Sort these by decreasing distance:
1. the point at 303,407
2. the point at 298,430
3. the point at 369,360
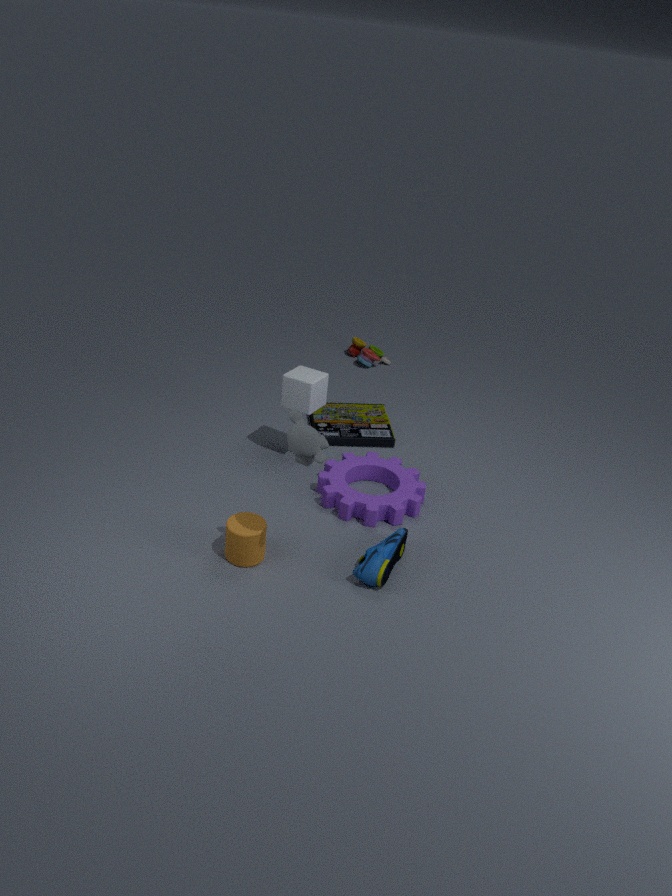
the point at 369,360 < the point at 303,407 < the point at 298,430
